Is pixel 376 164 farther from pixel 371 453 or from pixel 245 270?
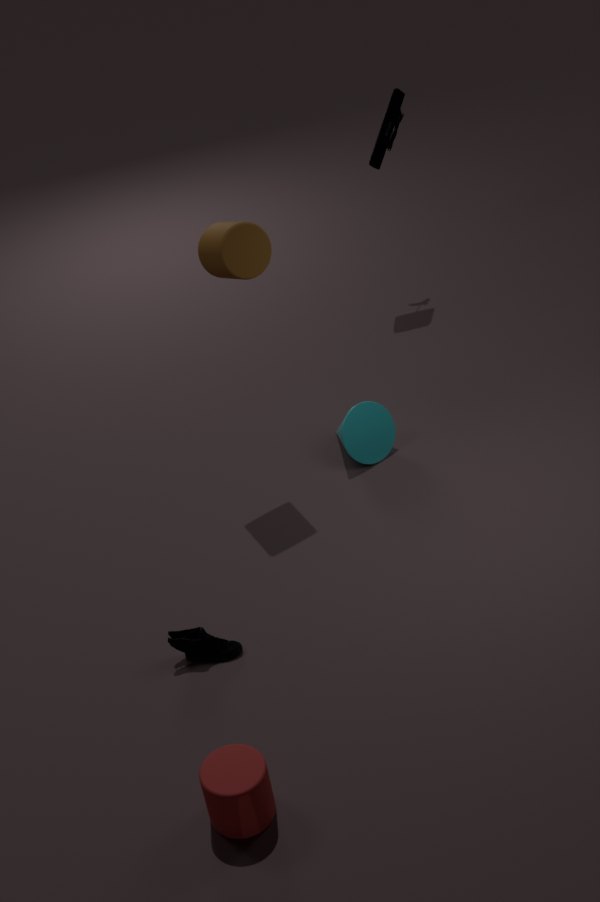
pixel 371 453
